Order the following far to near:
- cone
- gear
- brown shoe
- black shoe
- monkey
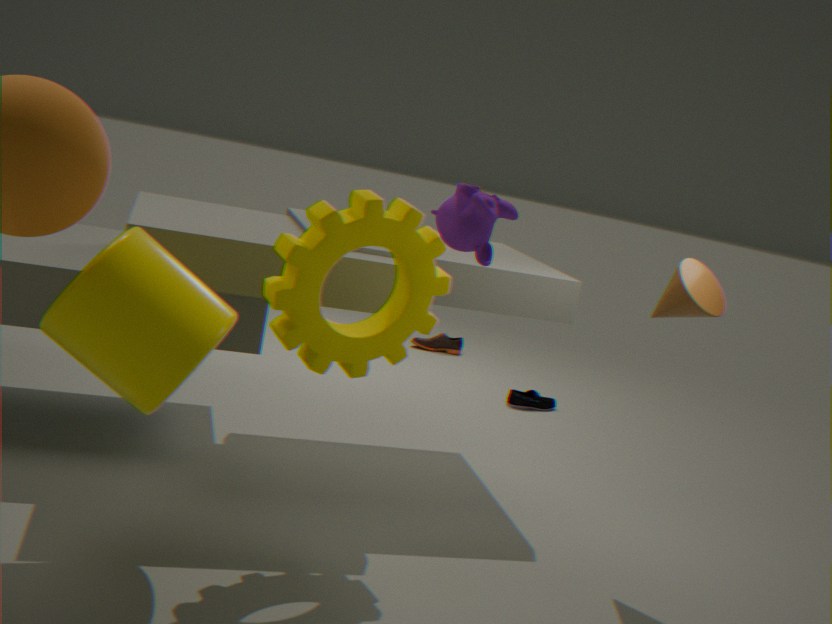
brown shoe, black shoe, cone, gear, monkey
